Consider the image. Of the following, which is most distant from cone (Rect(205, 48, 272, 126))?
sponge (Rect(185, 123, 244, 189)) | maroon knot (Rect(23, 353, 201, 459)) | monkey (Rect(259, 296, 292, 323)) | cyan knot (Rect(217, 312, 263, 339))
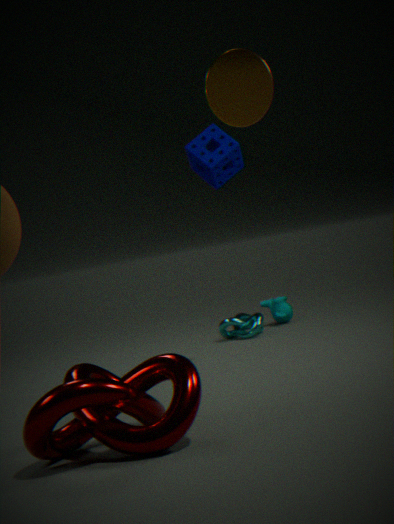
monkey (Rect(259, 296, 292, 323))
